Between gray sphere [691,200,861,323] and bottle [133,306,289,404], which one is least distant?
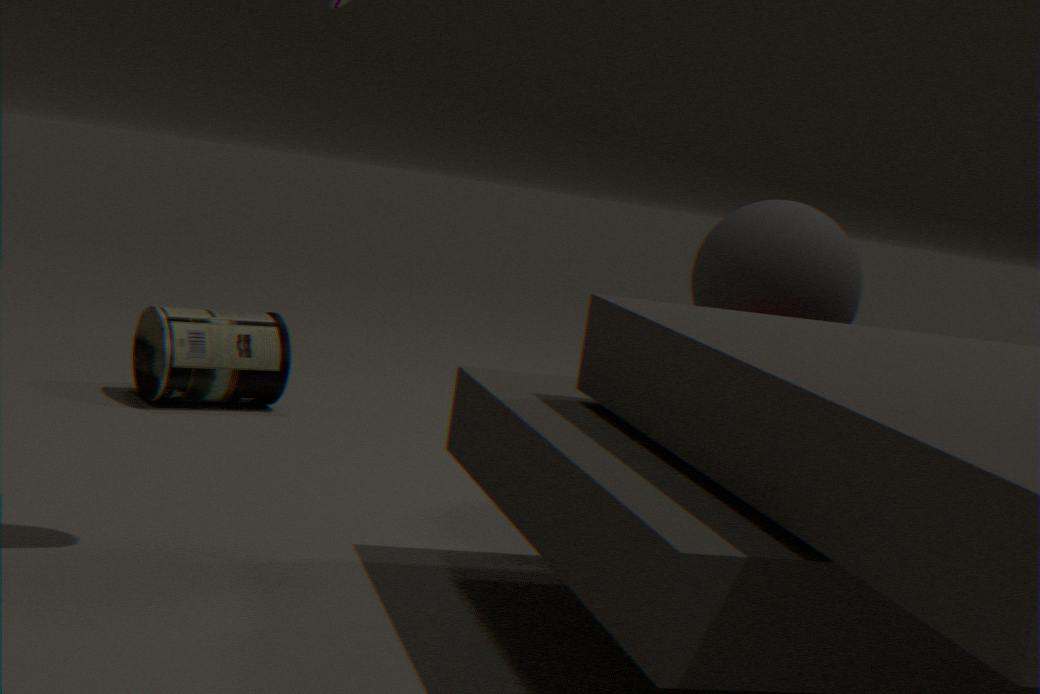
gray sphere [691,200,861,323]
